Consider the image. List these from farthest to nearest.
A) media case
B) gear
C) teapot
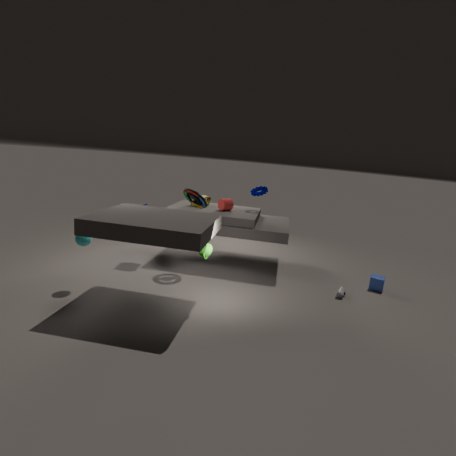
gear
media case
teapot
